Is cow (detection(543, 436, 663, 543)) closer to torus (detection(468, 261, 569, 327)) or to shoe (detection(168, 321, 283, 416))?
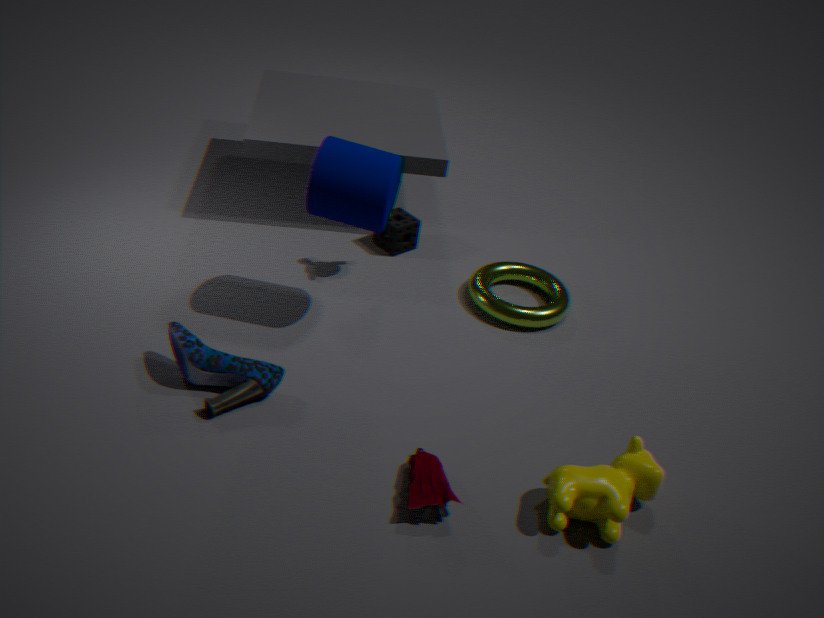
torus (detection(468, 261, 569, 327))
